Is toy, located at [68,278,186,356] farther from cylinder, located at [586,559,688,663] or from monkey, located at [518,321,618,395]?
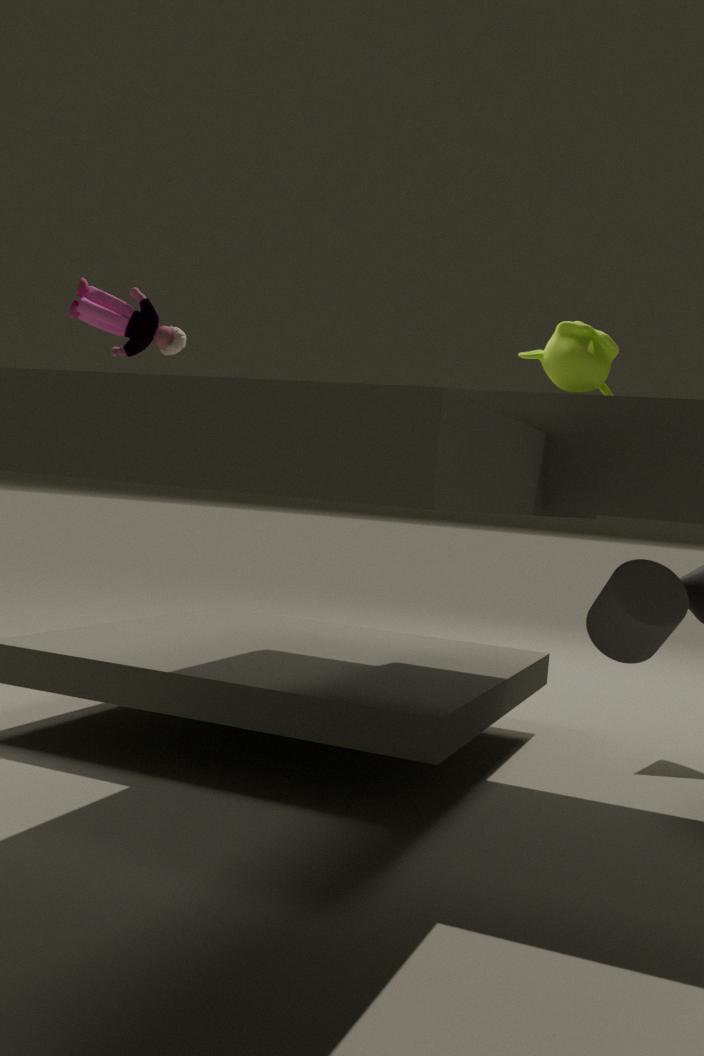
cylinder, located at [586,559,688,663]
